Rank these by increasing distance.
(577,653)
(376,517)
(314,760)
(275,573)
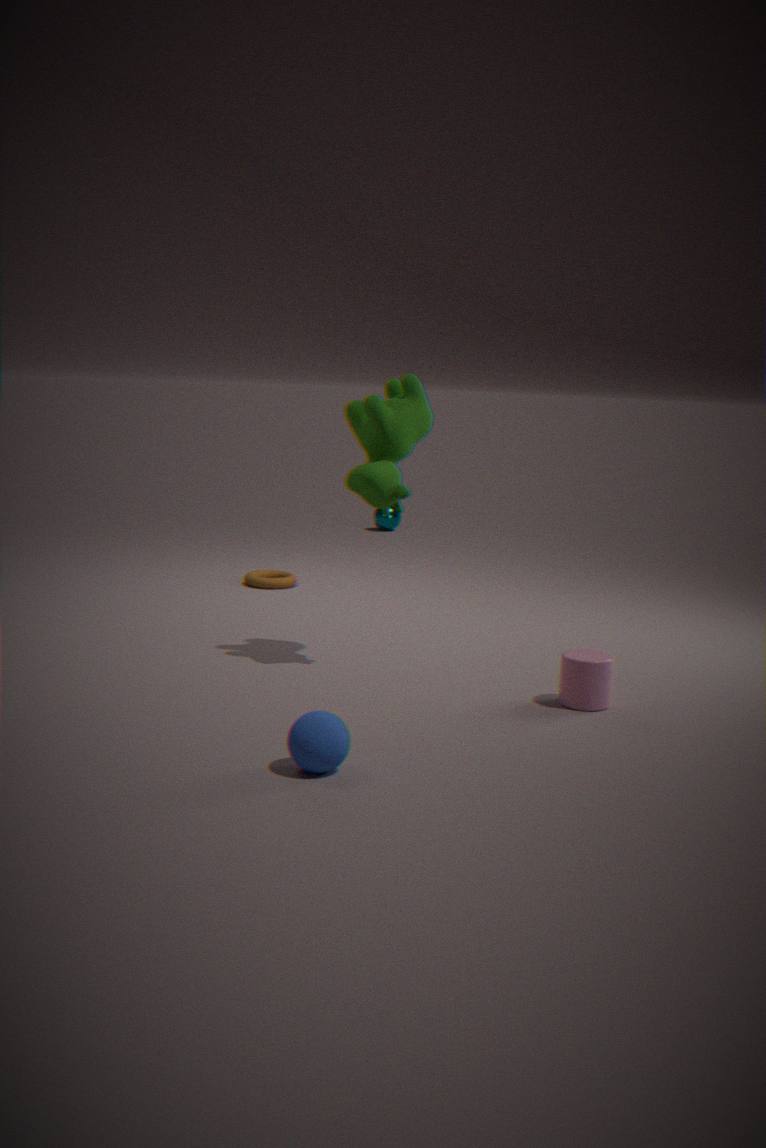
1. (314,760)
2. (577,653)
3. (275,573)
4. (376,517)
